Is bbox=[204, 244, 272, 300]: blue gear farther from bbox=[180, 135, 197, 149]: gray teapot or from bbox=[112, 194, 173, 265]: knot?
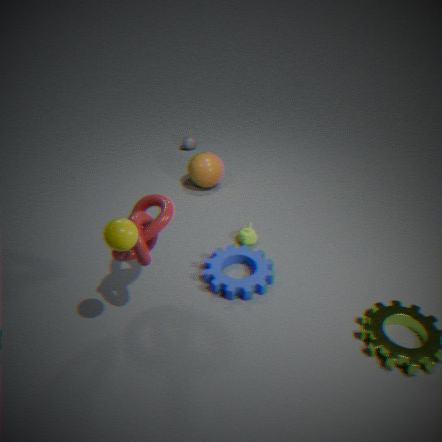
bbox=[180, 135, 197, 149]: gray teapot
